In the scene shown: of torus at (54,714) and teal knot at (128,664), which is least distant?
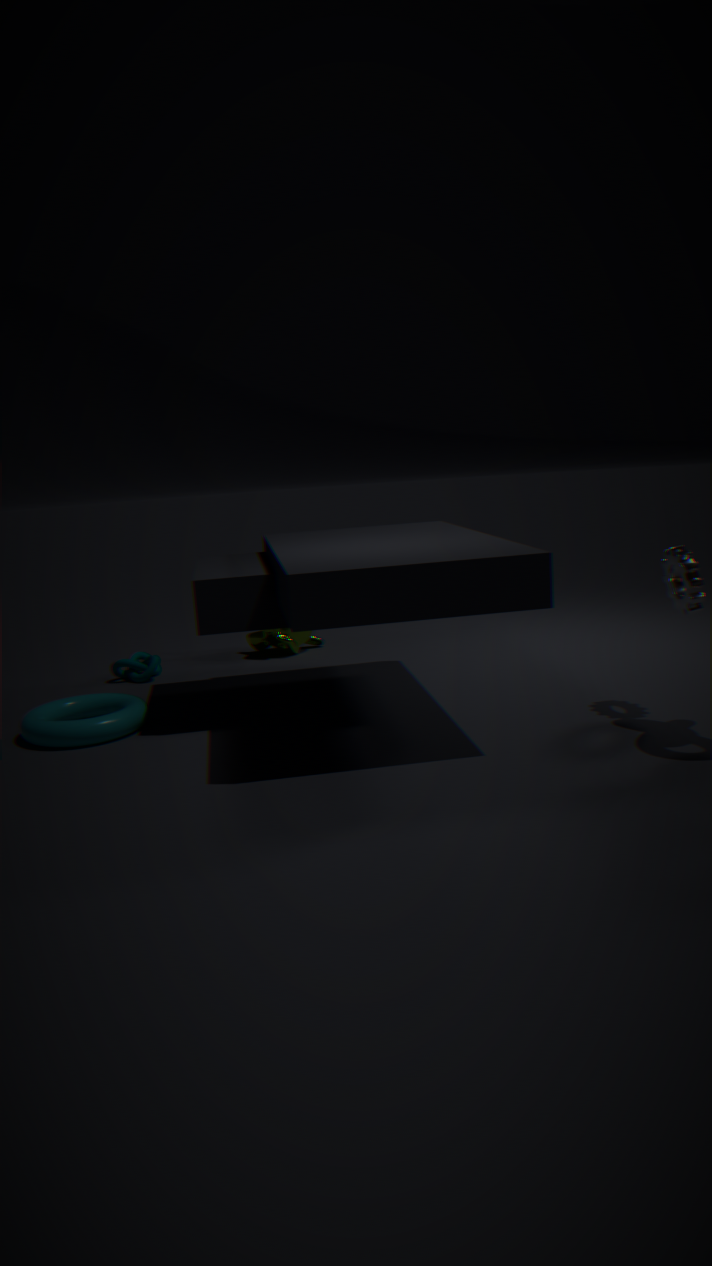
torus at (54,714)
